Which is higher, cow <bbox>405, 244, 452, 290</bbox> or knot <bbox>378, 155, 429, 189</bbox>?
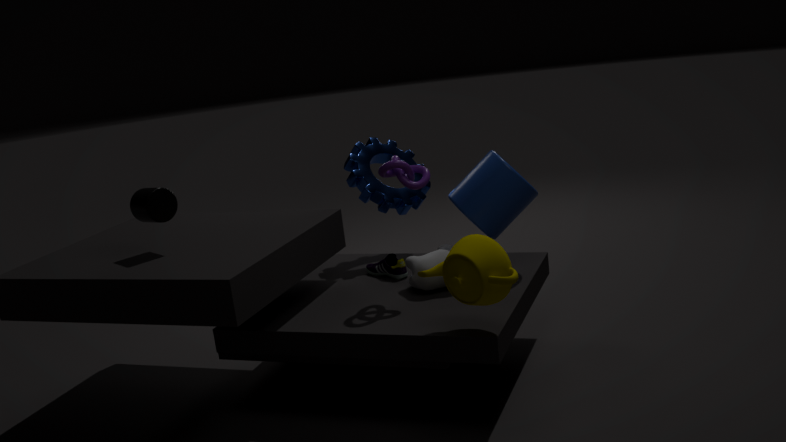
knot <bbox>378, 155, 429, 189</bbox>
